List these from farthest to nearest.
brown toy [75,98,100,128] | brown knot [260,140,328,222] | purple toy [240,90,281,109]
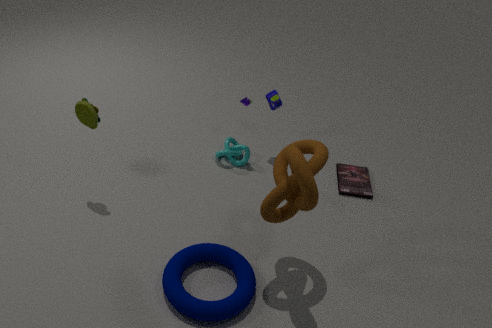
purple toy [240,90,281,109], brown toy [75,98,100,128], brown knot [260,140,328,222]
